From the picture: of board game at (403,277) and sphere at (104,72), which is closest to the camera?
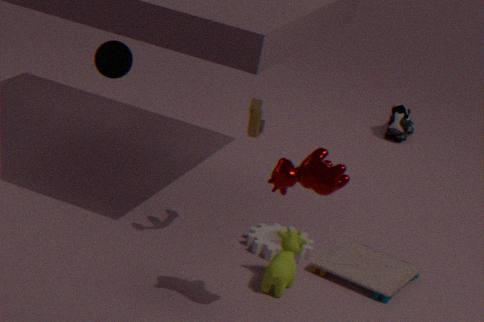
board game at (403,277)
